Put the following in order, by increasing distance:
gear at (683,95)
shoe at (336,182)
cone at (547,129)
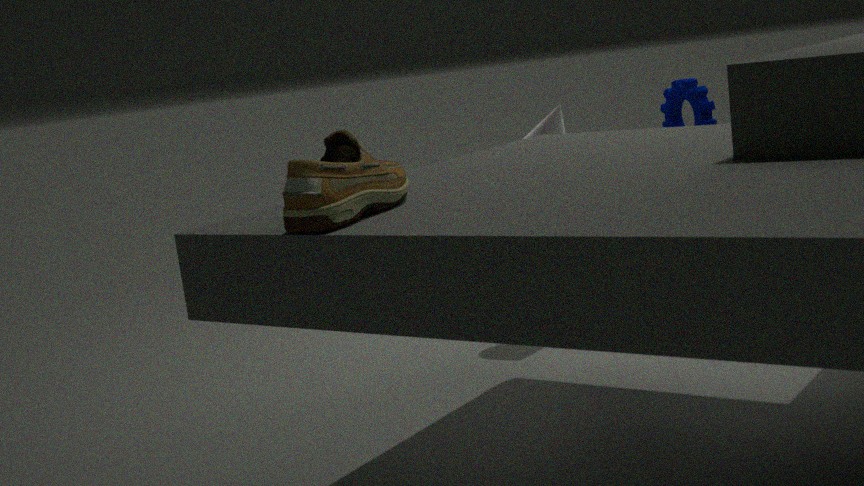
shoe at (336,182) → cone at (547,129) → gear at (683,95)
